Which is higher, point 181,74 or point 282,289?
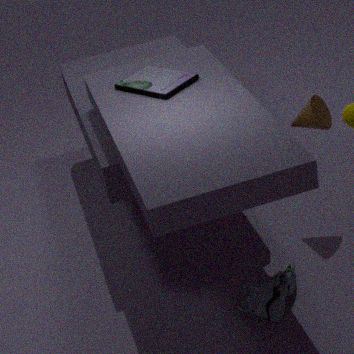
point 181,74
